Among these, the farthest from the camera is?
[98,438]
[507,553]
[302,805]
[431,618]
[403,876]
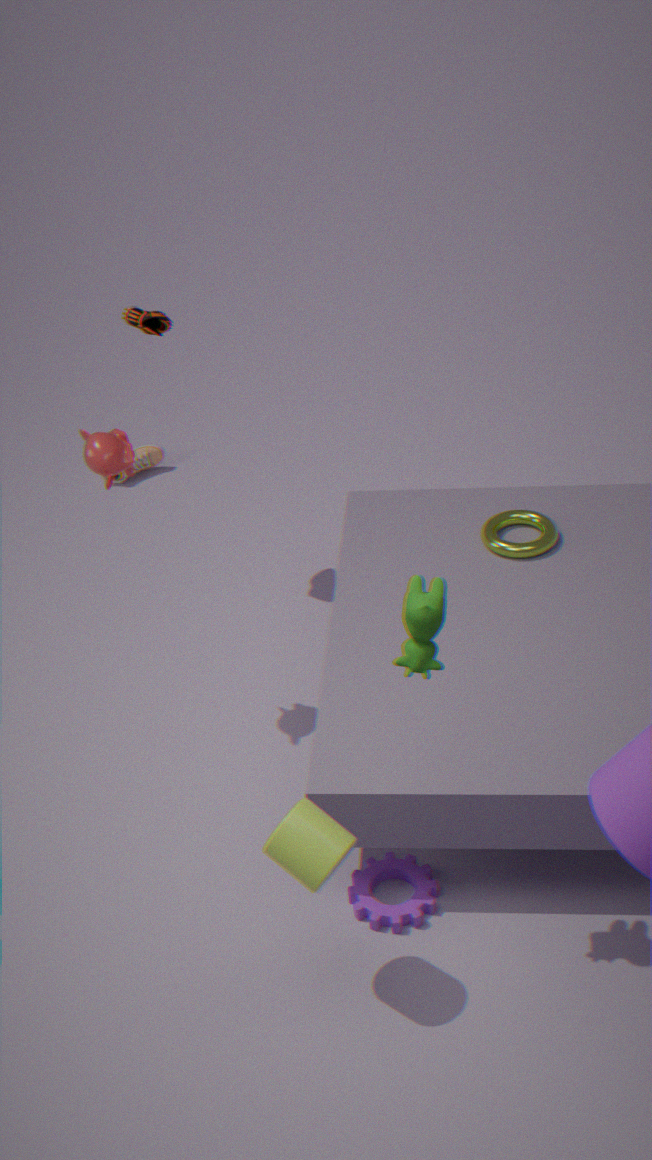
[507,553]
